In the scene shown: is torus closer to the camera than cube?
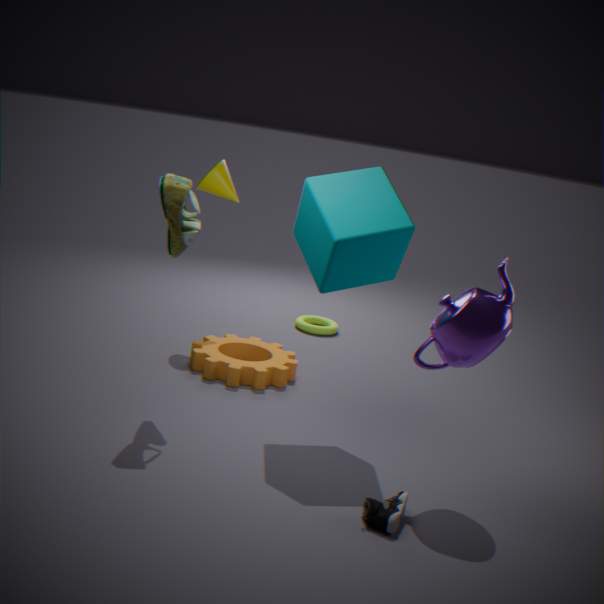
No
